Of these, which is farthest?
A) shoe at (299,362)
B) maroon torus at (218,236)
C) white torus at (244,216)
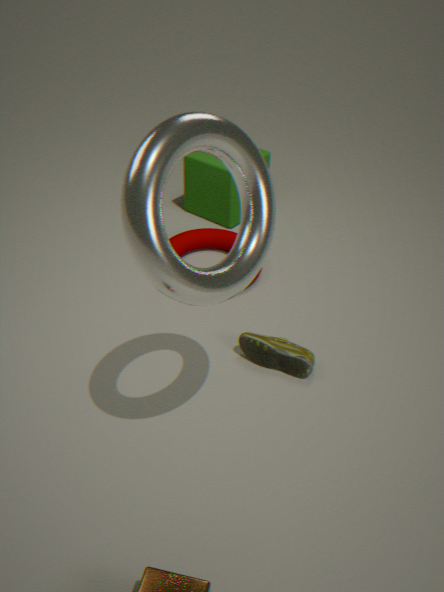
maroon torus at (218,236)
